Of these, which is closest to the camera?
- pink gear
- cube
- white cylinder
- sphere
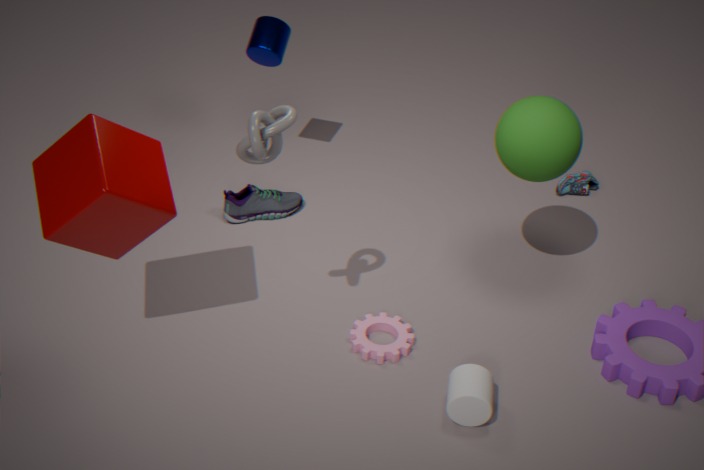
cube
